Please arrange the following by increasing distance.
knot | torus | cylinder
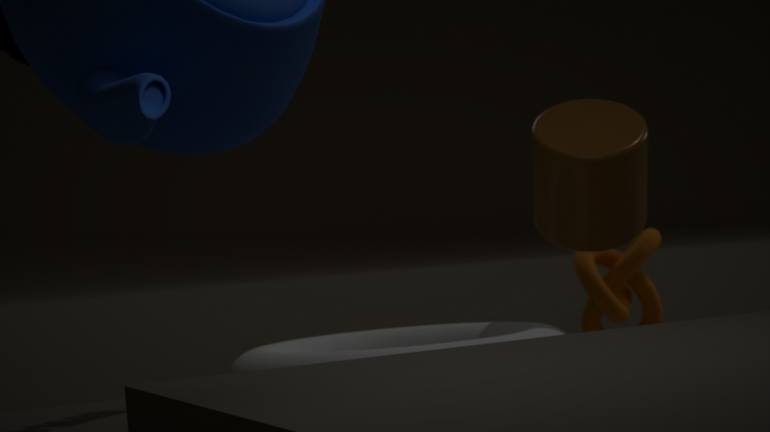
torus
cylinder
knot
